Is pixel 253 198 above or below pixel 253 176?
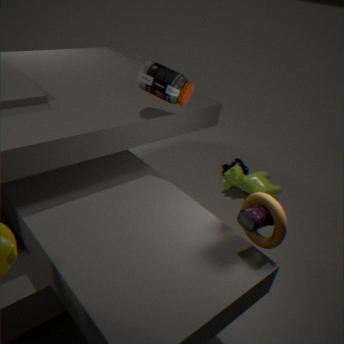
above
